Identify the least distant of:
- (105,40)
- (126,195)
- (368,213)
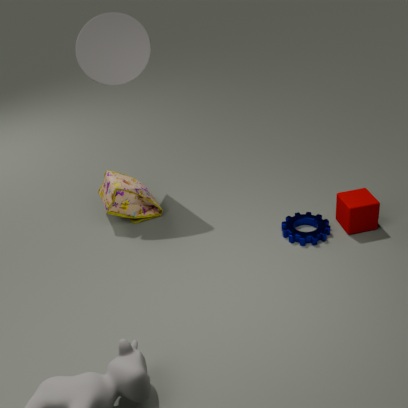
(368,213)
